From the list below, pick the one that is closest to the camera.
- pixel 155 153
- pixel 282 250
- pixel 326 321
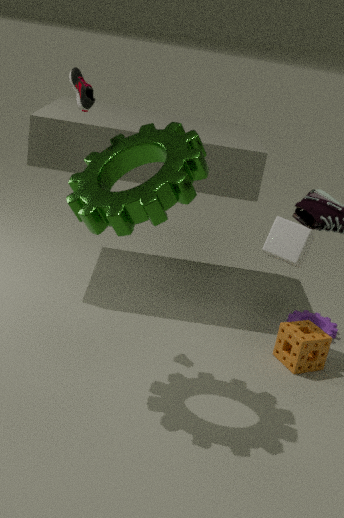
pixel 155 153
